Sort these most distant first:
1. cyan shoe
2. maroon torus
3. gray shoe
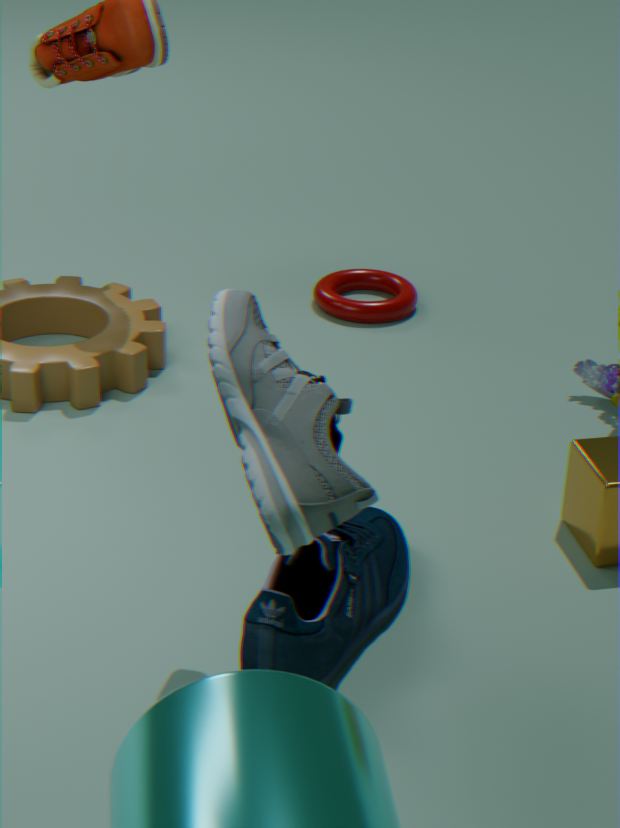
maroon torus → cyan shoe → gray shoe
